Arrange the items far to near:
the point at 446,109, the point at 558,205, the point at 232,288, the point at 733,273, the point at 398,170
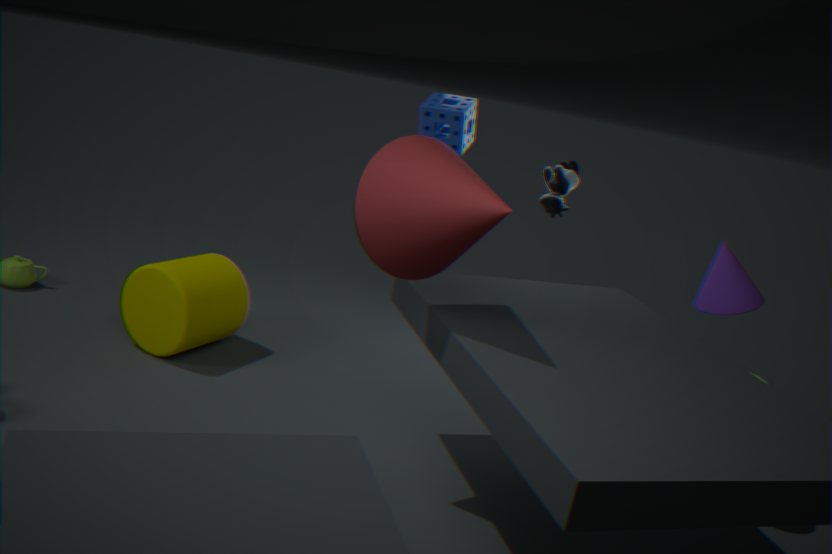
the point at 558,205 → the point at 232,288 → the point at 446,109 → the point at 733,273 → the point at 398,170
